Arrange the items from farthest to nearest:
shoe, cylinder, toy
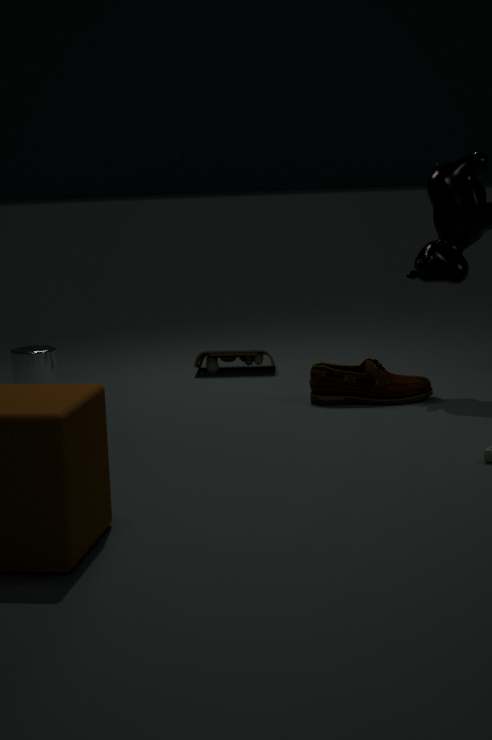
1. toy
2. cylinder
3. shoe
